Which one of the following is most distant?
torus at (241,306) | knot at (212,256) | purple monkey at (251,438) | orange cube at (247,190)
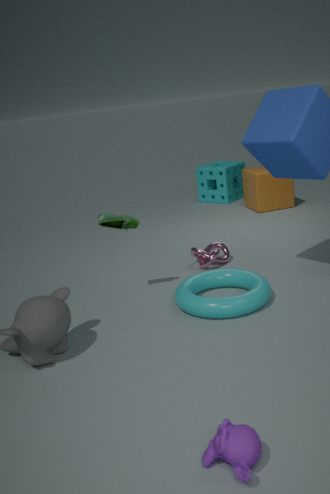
orange cube at (247,190)
